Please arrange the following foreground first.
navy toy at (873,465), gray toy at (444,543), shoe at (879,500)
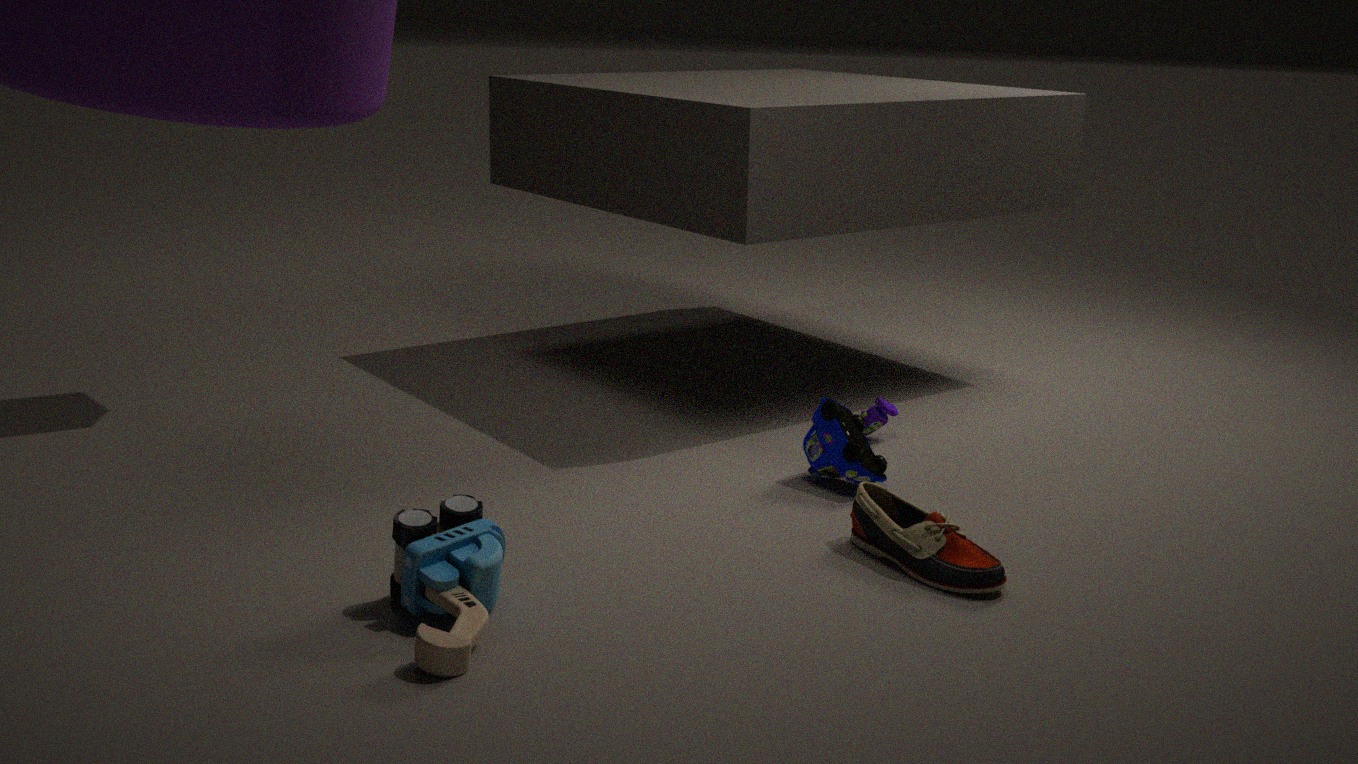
gray toy at (444,543) → shoe at (879,500) → navy toy at (873,465)
